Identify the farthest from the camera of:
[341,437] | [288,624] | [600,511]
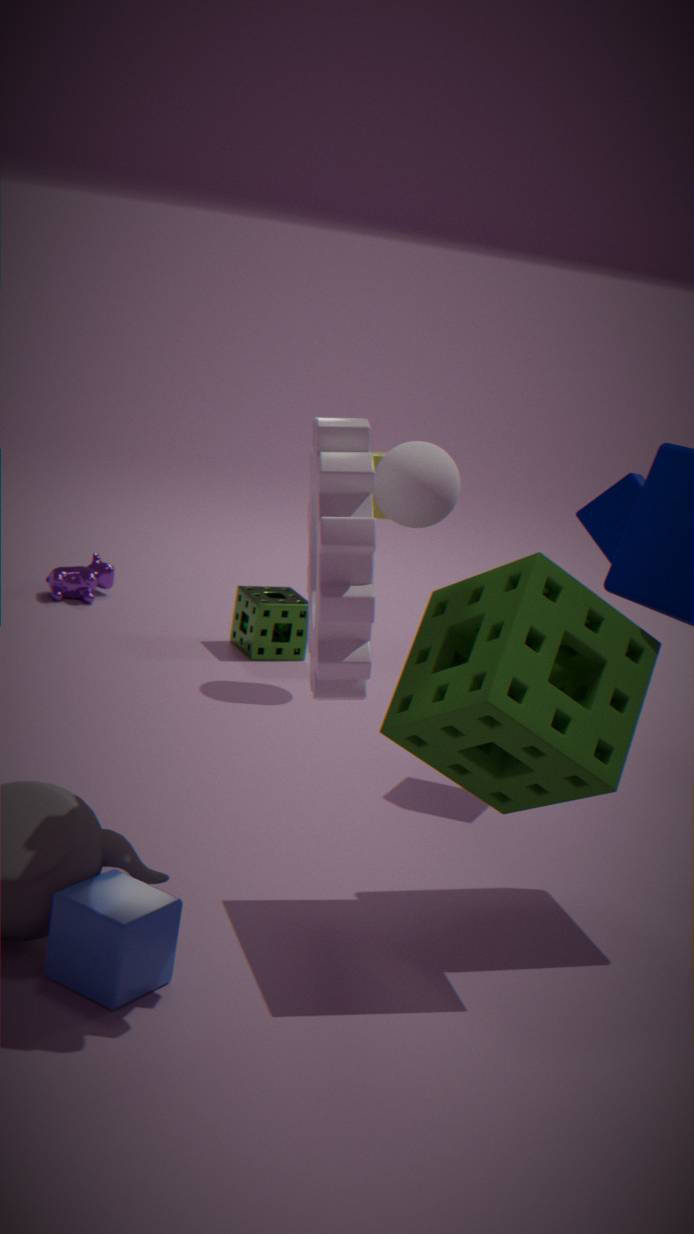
[288,624]
